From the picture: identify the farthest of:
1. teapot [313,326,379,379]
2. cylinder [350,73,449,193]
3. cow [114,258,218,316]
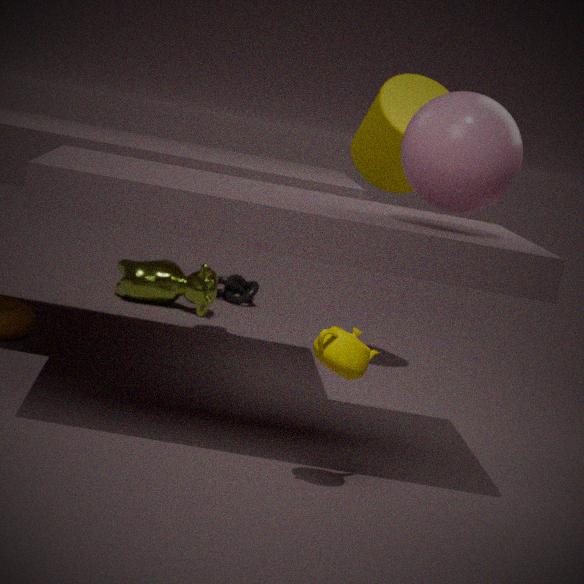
cow [114,258,218,316]
